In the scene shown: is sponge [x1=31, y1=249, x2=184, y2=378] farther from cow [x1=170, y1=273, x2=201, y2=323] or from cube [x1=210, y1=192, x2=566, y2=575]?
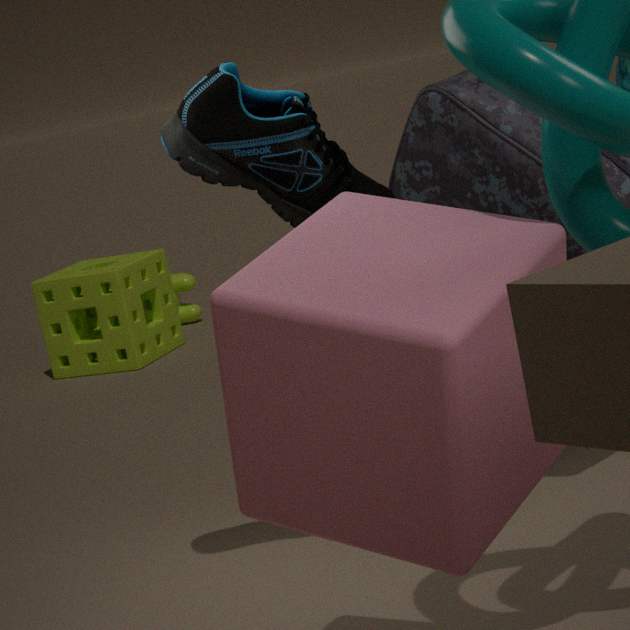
cube [x1=210, y1=192, x2=566, y2=575]
